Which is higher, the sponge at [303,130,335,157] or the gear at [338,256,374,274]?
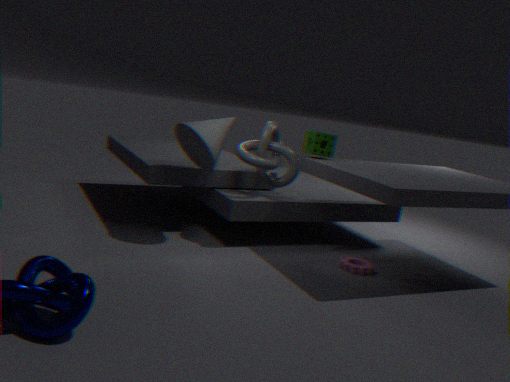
the sponge at [303,130,335,157]
